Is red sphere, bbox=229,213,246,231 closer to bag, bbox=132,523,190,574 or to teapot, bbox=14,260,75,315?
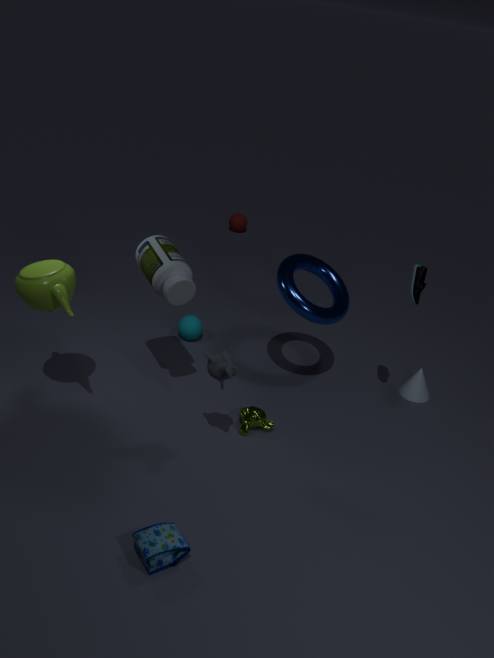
teapot, bbox=14,260,75,315
